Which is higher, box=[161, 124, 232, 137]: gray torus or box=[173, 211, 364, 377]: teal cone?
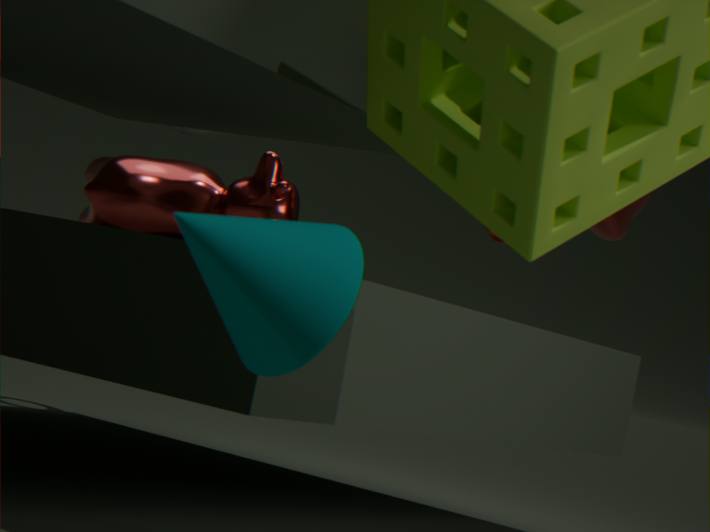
box=[161, 124, 232, 137]: gray torus
